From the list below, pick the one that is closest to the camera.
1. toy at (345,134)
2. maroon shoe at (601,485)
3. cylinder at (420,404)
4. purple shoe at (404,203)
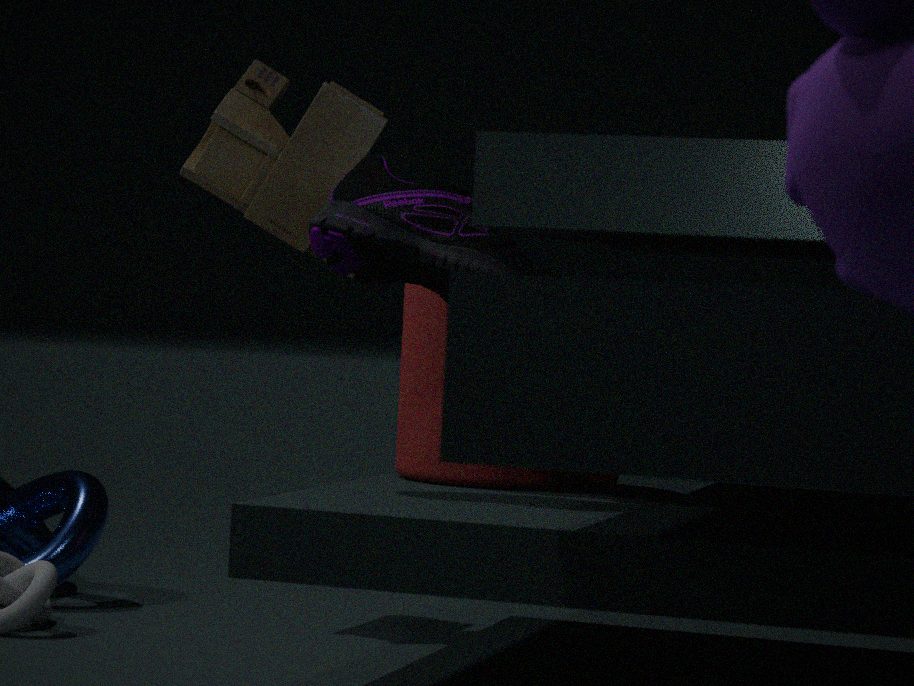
purple shoe at (404,203)
